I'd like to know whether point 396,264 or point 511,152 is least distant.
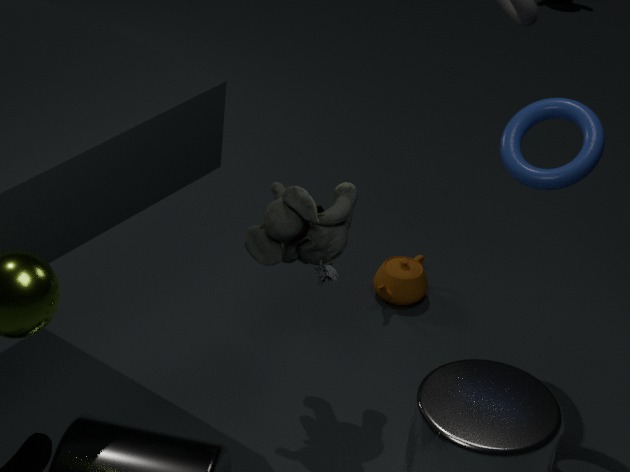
point 511,152
